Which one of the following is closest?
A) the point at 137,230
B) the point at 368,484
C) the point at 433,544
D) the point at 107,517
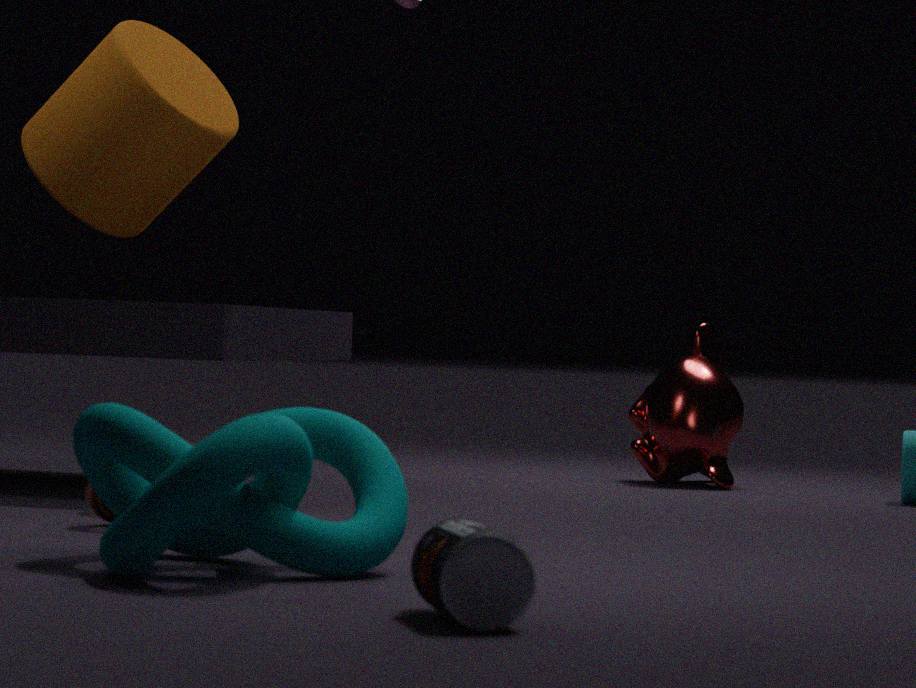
the point at 433,544
